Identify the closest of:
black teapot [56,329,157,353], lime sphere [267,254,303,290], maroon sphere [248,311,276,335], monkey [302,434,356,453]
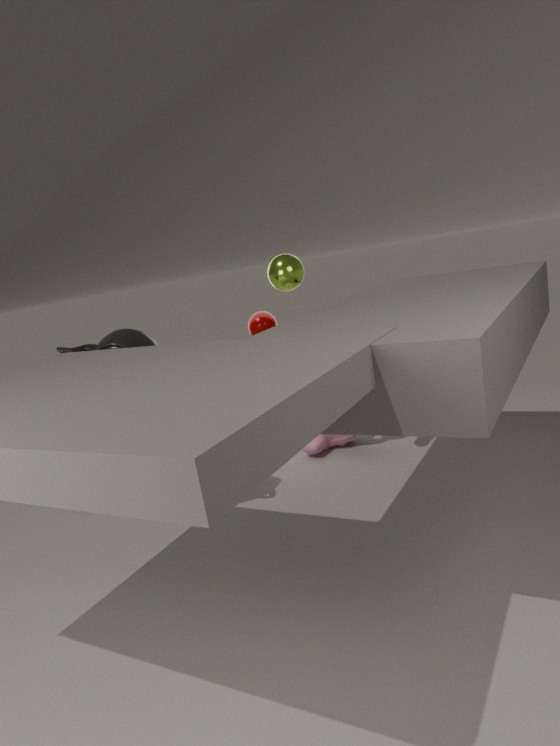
black teapot [56,329,157,353]
